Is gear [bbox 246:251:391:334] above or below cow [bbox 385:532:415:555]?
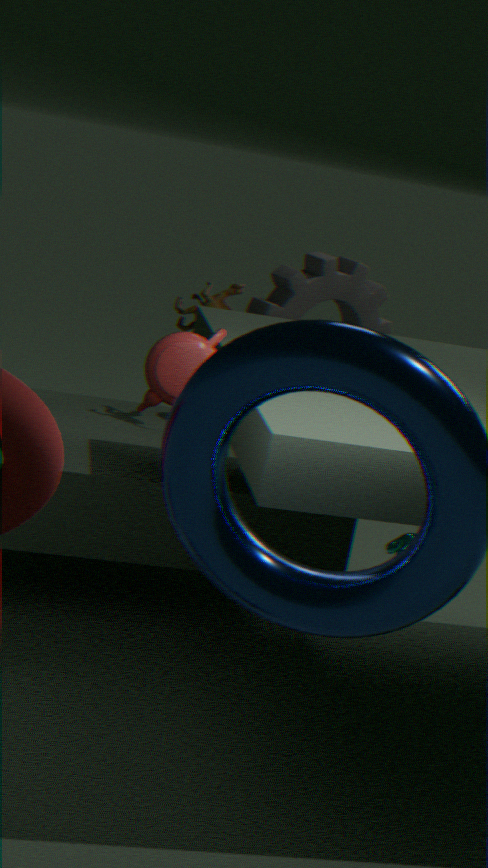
above
